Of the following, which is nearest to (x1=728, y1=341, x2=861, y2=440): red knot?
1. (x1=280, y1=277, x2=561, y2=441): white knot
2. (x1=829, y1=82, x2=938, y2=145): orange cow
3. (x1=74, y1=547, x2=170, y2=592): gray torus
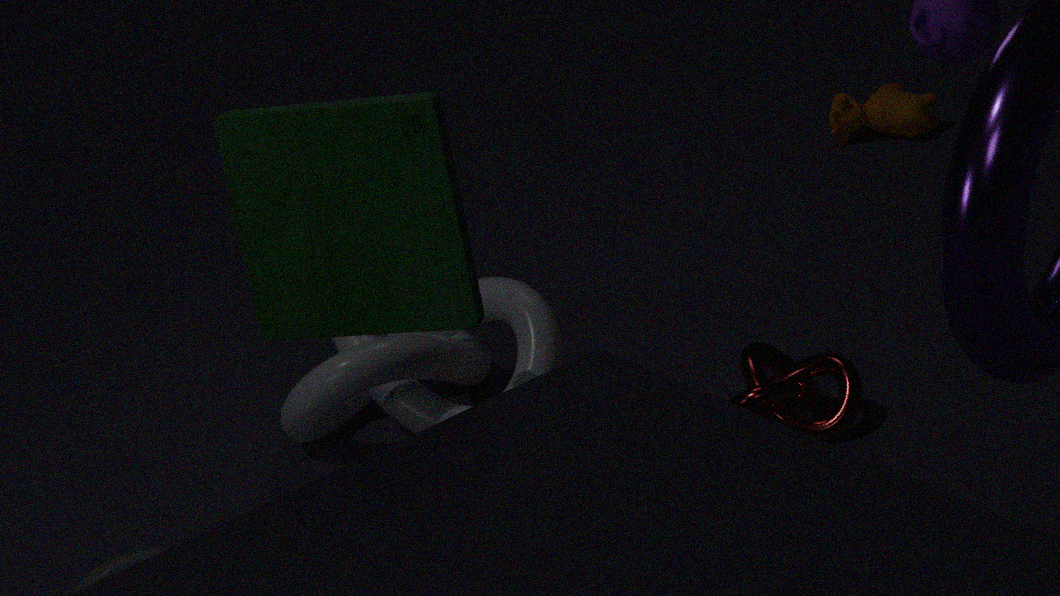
(x1=280, y1=277, x2=561, y2=441): white knot
